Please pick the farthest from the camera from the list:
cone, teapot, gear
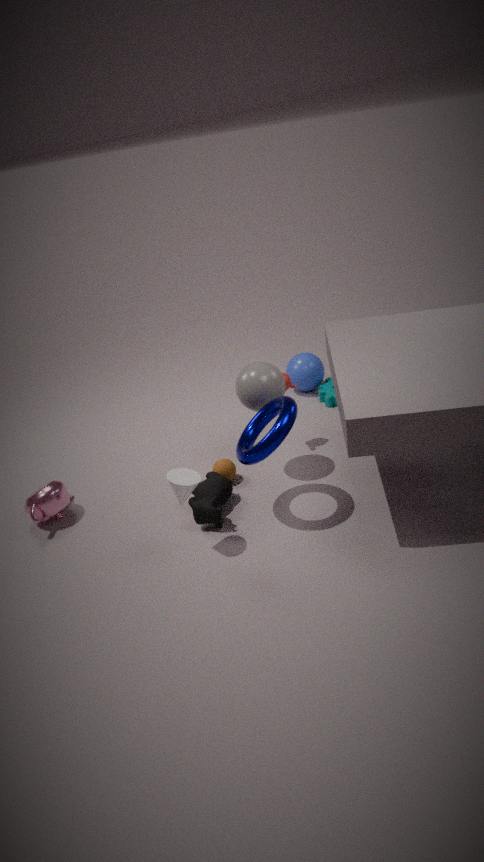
gear
